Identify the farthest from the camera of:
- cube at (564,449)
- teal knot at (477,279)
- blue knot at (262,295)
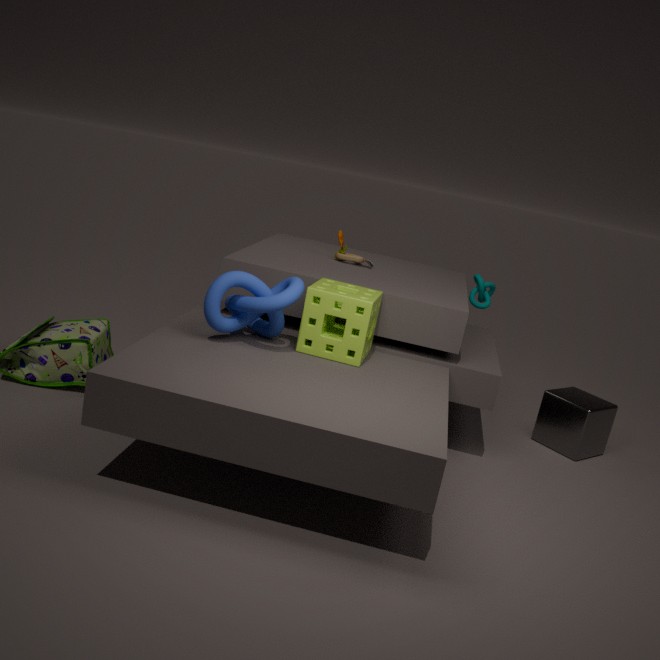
teal knot at (477,279)
